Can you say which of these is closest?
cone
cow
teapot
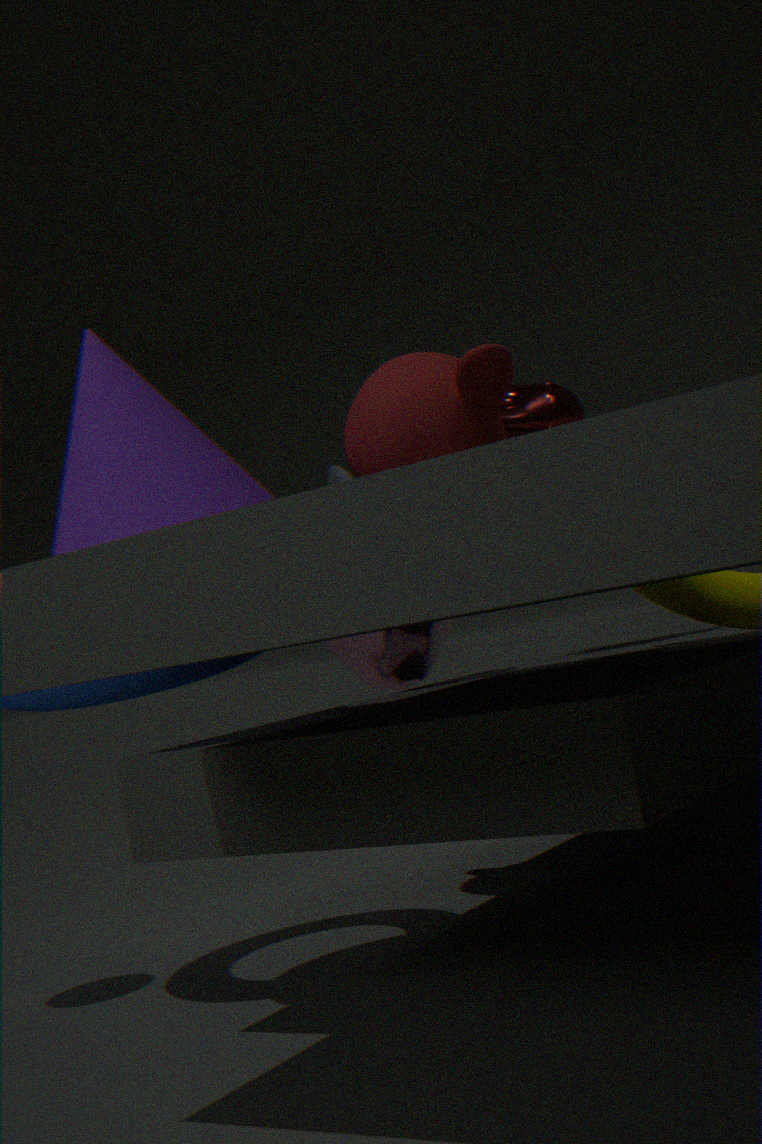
cone
